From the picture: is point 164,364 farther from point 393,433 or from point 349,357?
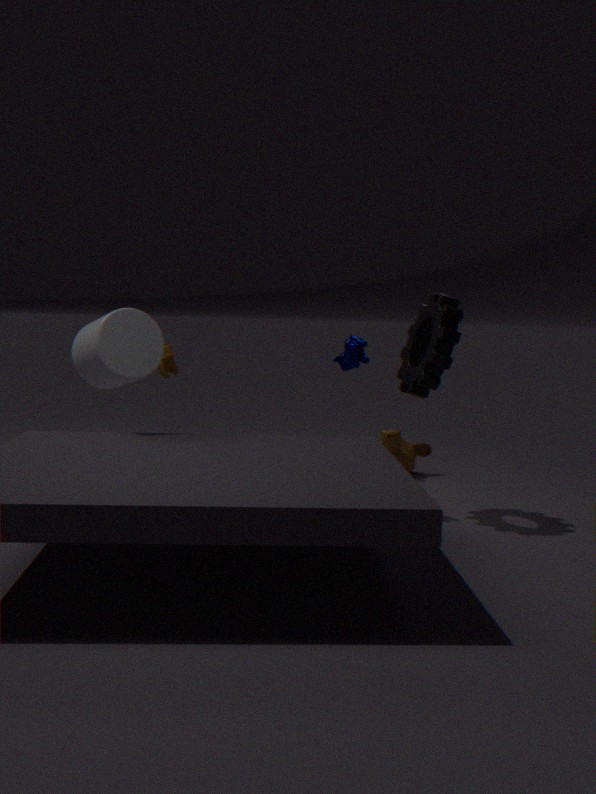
point 393,433
